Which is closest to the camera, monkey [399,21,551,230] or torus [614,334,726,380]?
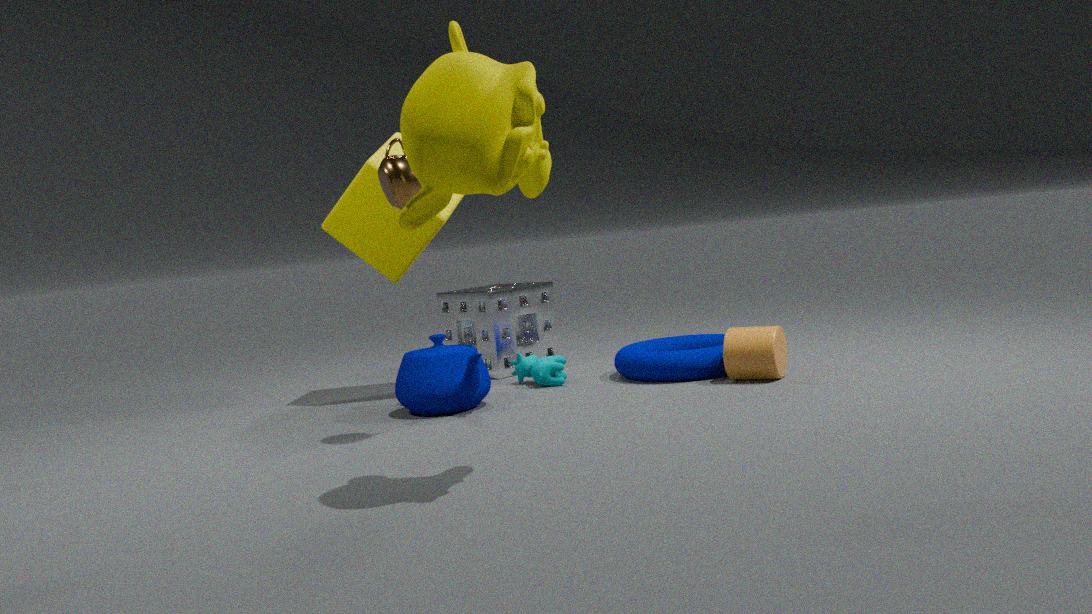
monkey [399,21,551,230]
